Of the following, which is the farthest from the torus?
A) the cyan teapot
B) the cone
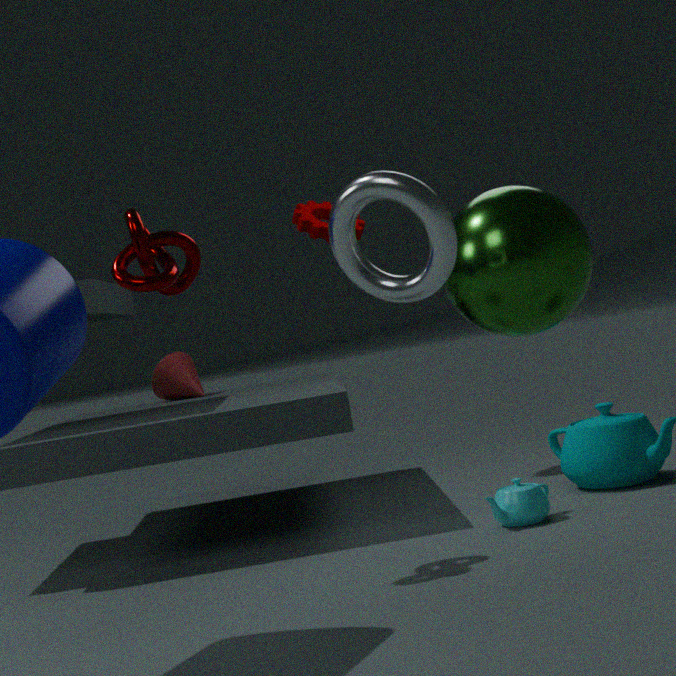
the cone
